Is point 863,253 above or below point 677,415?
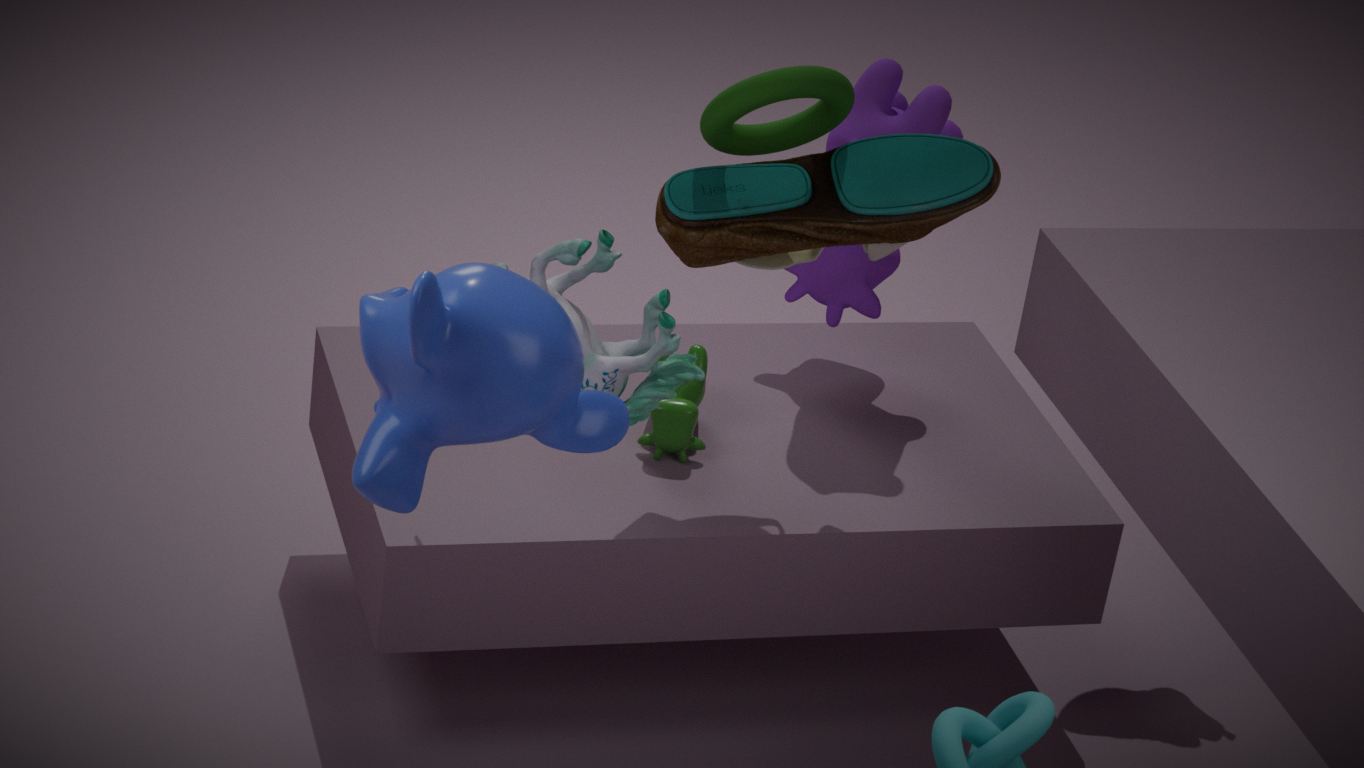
above
